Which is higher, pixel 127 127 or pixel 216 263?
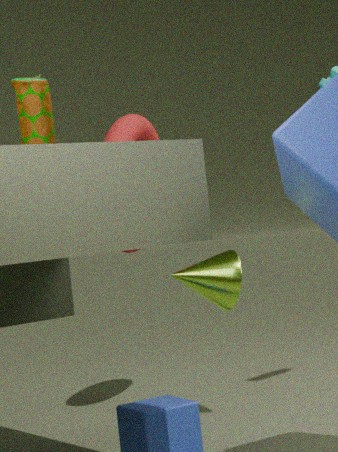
pixel 127 127
